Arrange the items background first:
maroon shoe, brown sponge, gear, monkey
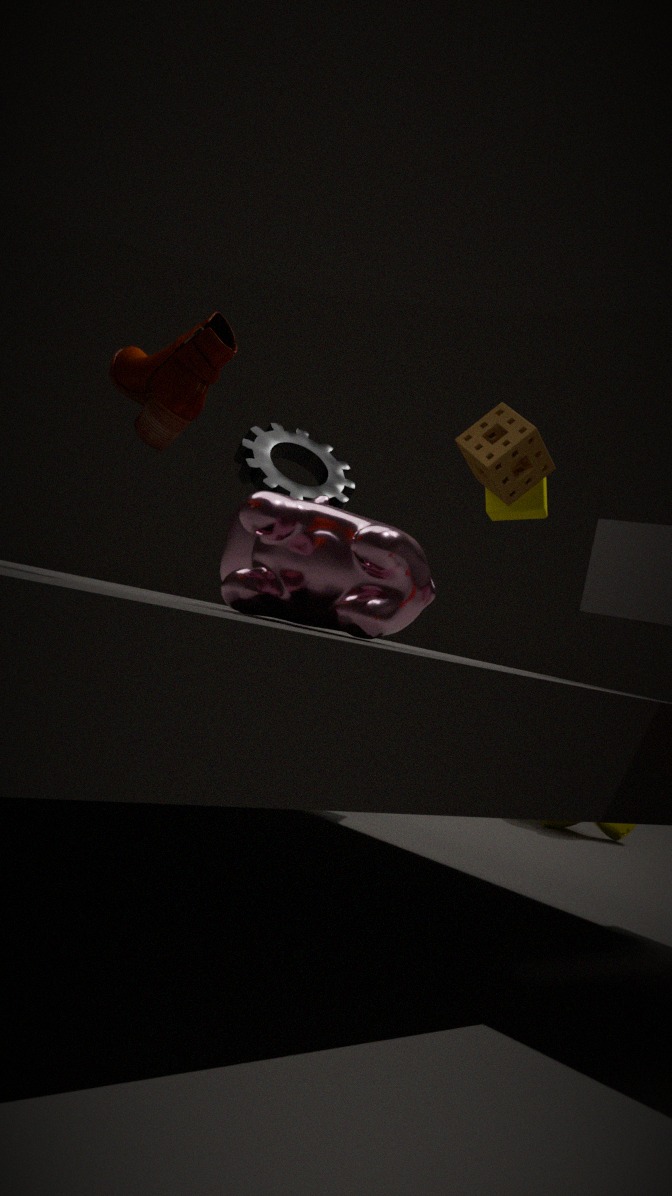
monkey
brown sponge
gear
maroon shoe
